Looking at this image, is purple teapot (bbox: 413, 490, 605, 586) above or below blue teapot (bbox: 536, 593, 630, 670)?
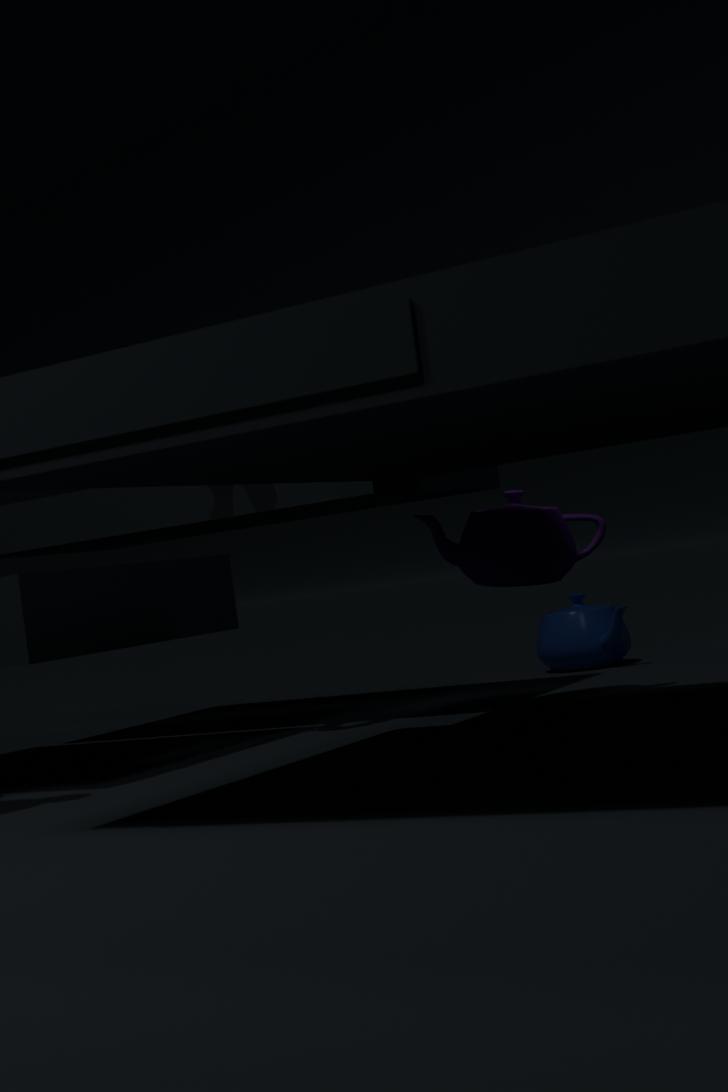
above
